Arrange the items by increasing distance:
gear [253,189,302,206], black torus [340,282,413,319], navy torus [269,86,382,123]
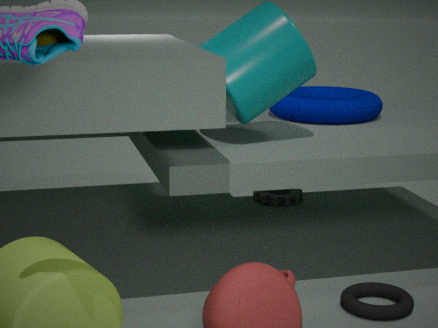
1. black torus [340,282,413,319]
2. navy torus [269,86,382,123]
3. gear [253,189,302,206]
